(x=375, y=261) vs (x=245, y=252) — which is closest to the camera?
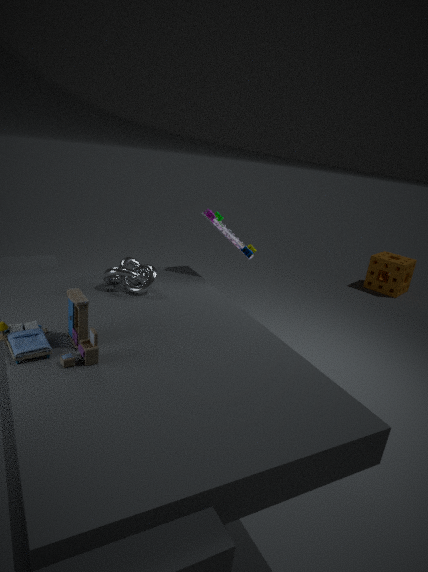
(x=245, y=252)
